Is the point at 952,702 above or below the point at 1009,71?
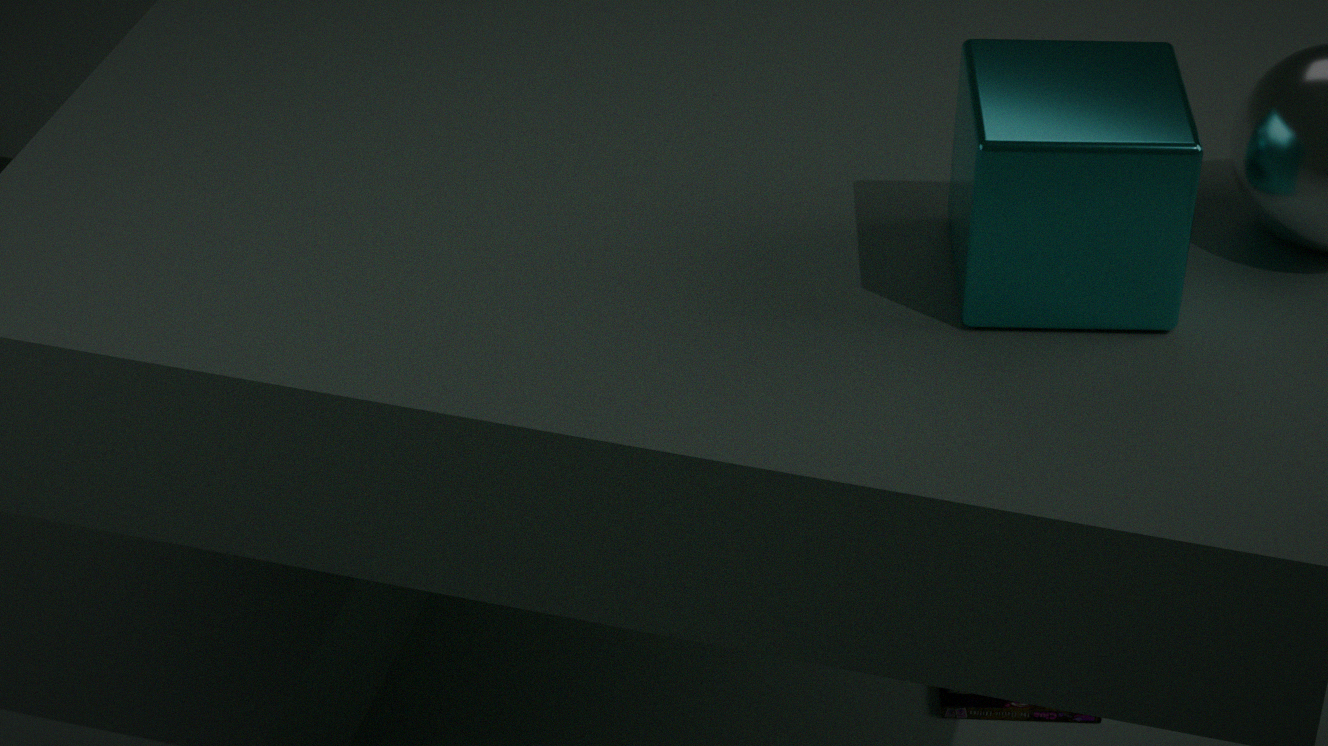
below
